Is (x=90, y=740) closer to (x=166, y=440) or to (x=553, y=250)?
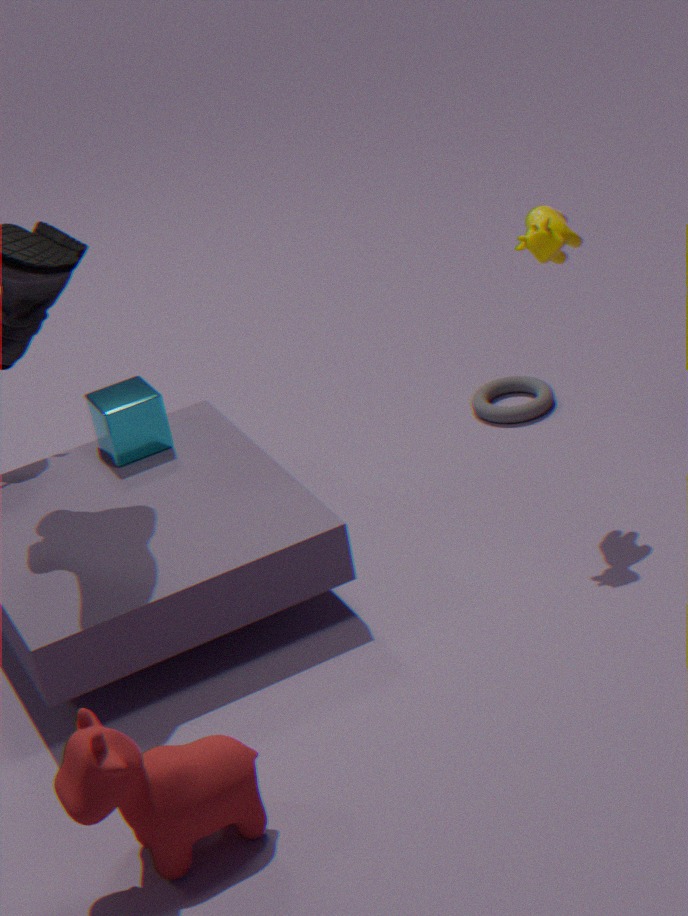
(x=166, y=440)
